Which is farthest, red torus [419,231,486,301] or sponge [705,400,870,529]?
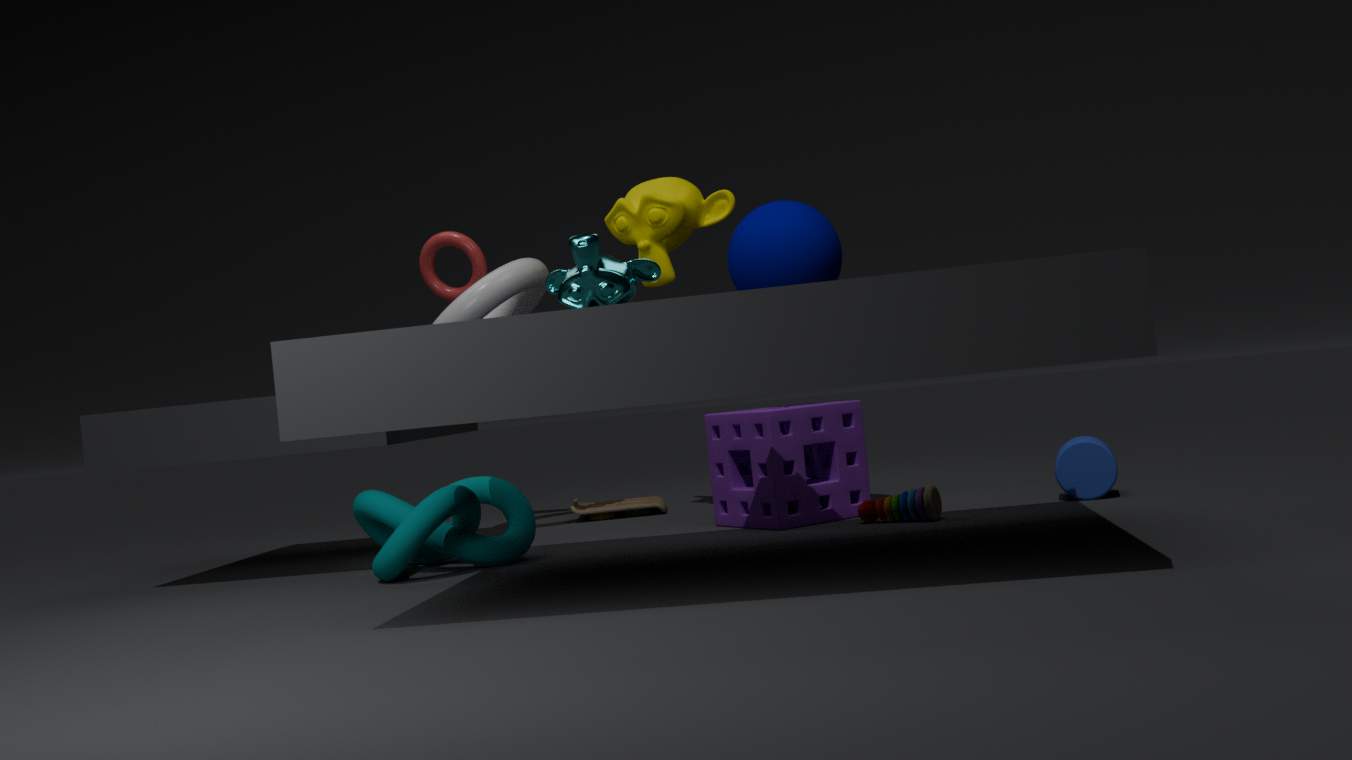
red torus [419,231,486,301]
